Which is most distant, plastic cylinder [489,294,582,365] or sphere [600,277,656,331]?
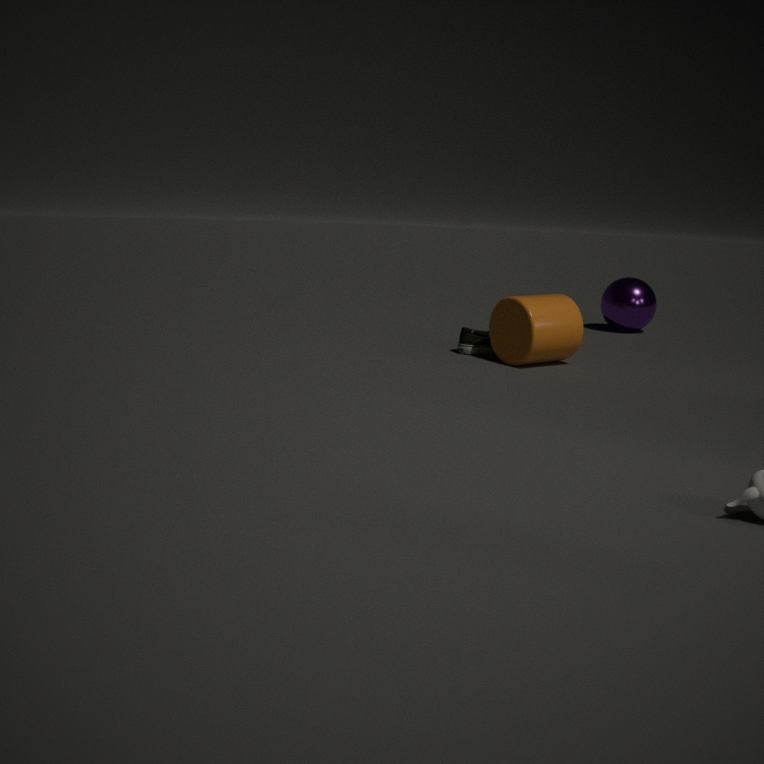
sphere [600,277,656,331]
